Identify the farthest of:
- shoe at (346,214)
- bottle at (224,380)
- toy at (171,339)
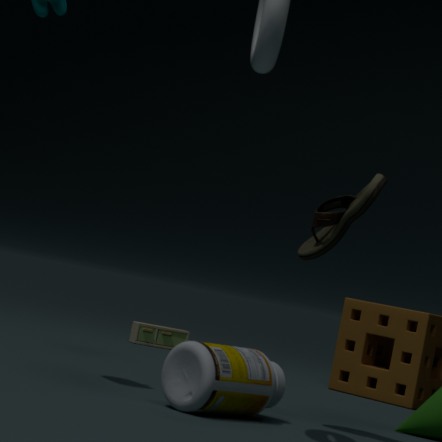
toy at (171,339)
